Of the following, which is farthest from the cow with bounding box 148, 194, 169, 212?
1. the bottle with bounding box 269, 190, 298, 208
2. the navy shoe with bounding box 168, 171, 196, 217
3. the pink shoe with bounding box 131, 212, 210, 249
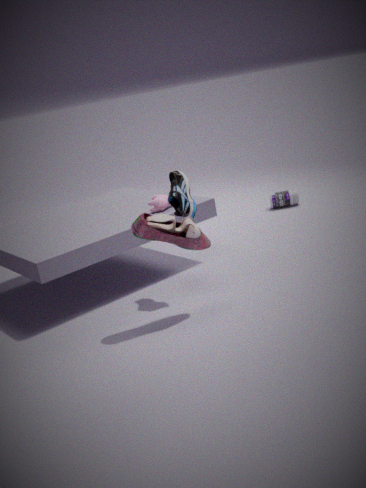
the bottle with bounding box 269, 190, 298, 208
